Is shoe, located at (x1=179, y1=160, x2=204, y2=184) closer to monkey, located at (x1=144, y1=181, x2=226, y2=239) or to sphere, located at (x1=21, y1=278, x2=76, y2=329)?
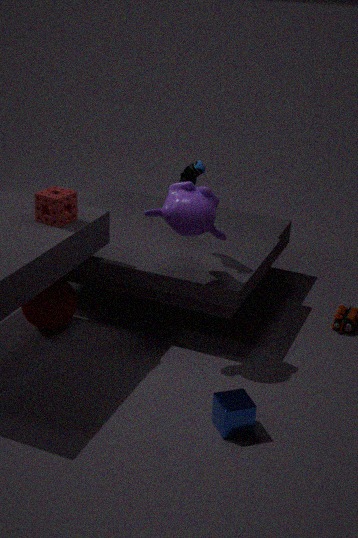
monkey, located at (x1=144, y1=181, x2=226, y2=239)
